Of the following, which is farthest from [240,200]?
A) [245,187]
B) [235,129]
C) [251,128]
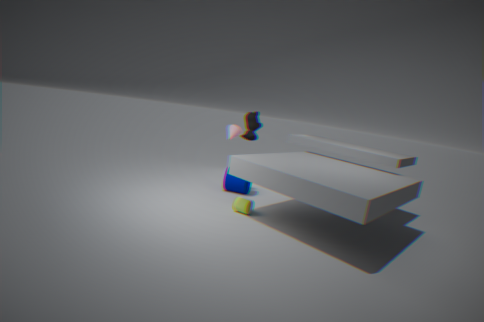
[251,128]
